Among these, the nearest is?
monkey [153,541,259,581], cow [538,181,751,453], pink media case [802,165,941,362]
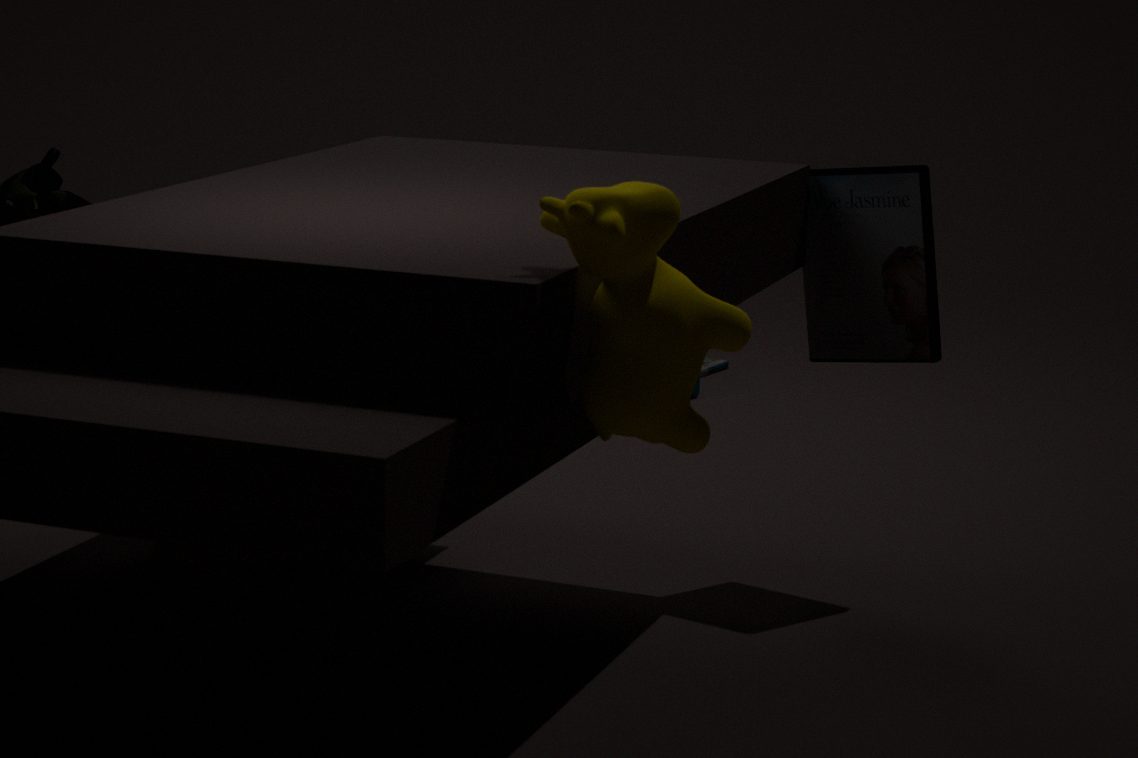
cow [538,181,751,453]
